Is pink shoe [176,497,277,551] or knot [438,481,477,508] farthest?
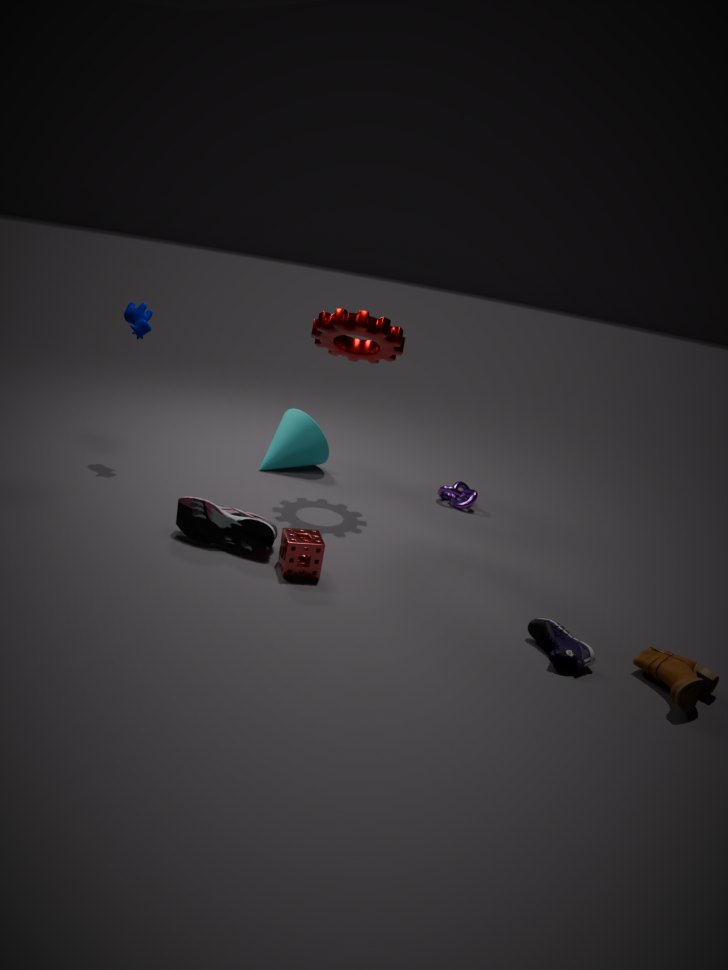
knot [438,481,477,508]
